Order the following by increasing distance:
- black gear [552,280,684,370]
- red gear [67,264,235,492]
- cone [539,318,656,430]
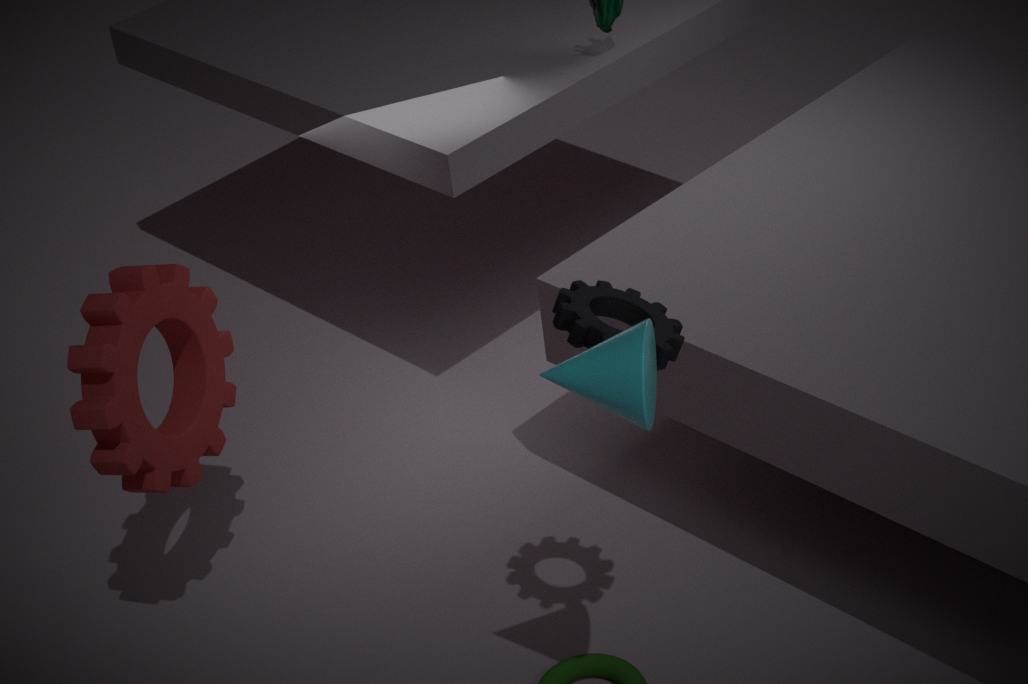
cone [539,318,656,430] < black gear [552,280,684,370] < red gear [67,264,235,492]
